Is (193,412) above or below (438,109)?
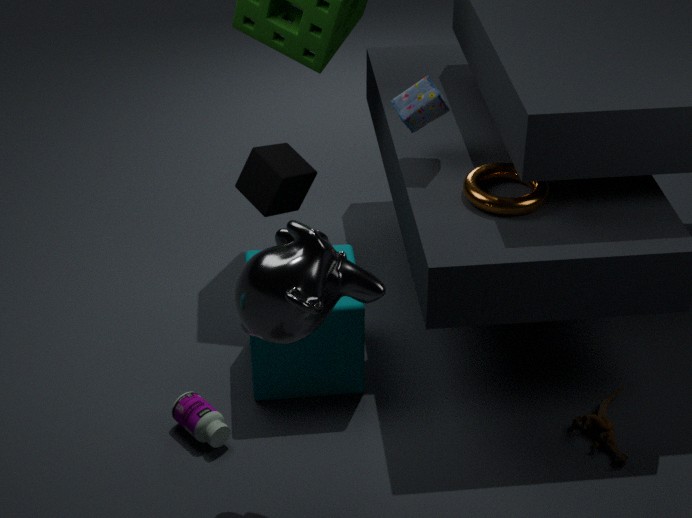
below
